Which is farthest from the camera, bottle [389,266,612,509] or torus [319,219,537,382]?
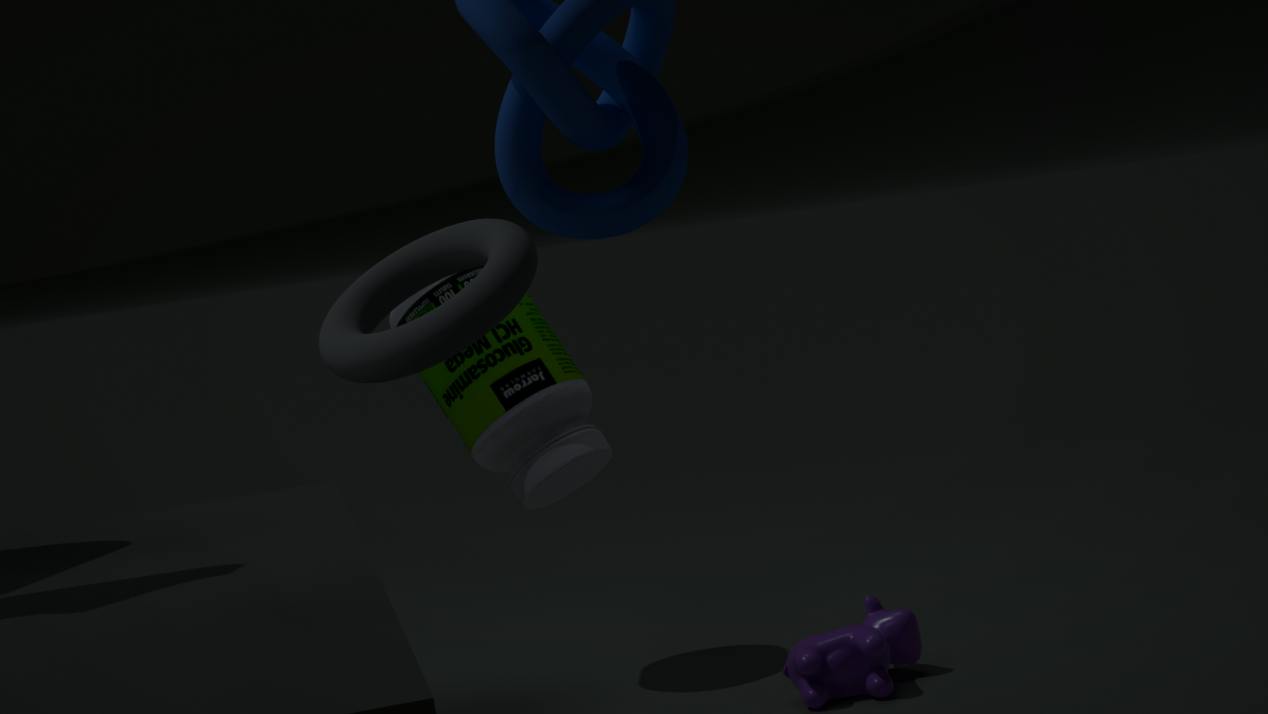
bottle [389,266,612,509]
